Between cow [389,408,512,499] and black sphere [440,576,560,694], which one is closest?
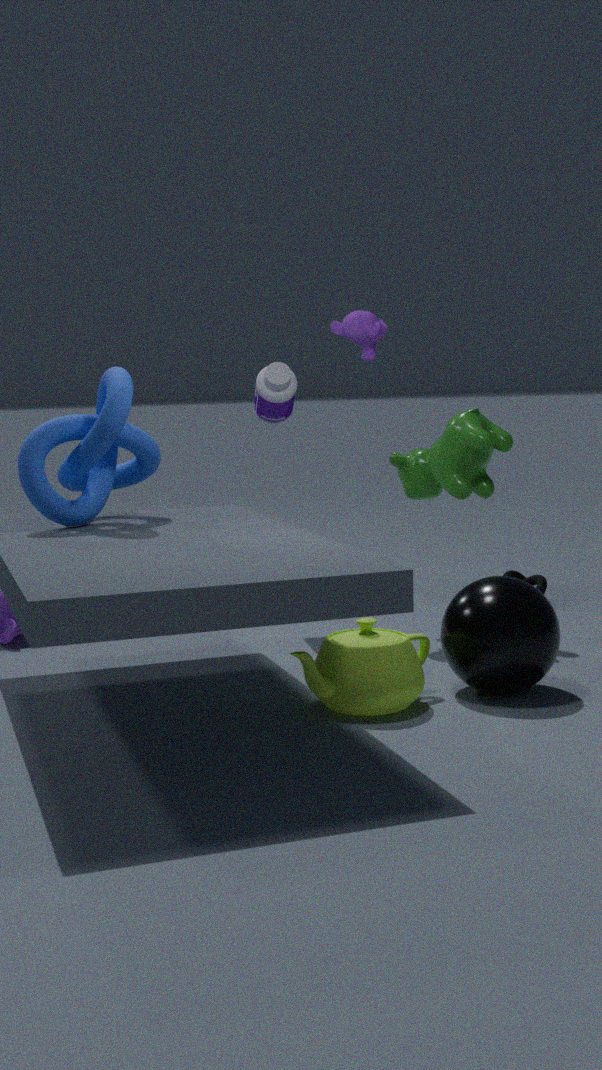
black sphere [440,576,560,694]
